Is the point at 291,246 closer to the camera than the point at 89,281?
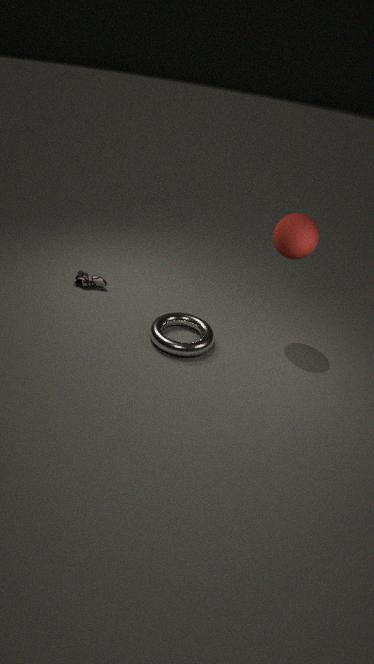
Yes
